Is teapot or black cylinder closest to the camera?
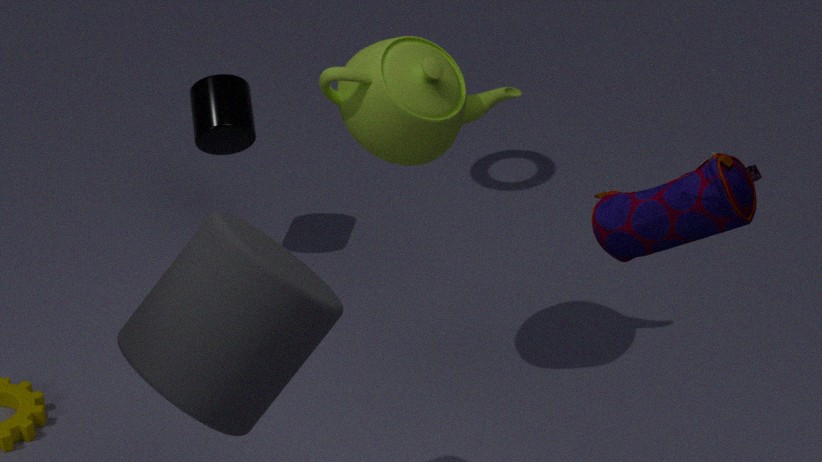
teapot
